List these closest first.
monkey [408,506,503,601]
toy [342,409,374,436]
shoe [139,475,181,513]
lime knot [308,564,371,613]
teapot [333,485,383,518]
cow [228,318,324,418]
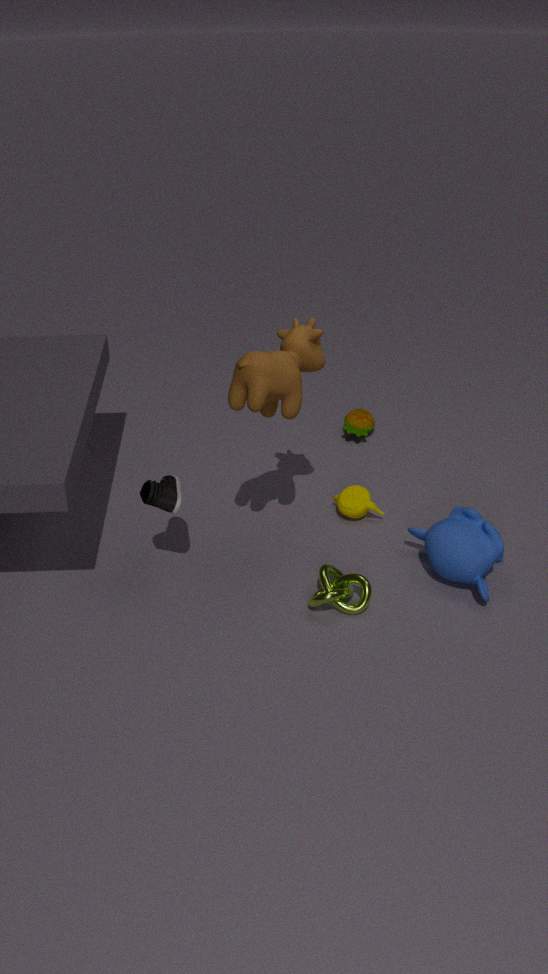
cow [228,318,324,418]
lime knot [308,564,371,613]
shoe [139,475,181,513]
monkey [408,506,503,601]
teapot [333,485,383,518]
toy [342,409,374,436]
